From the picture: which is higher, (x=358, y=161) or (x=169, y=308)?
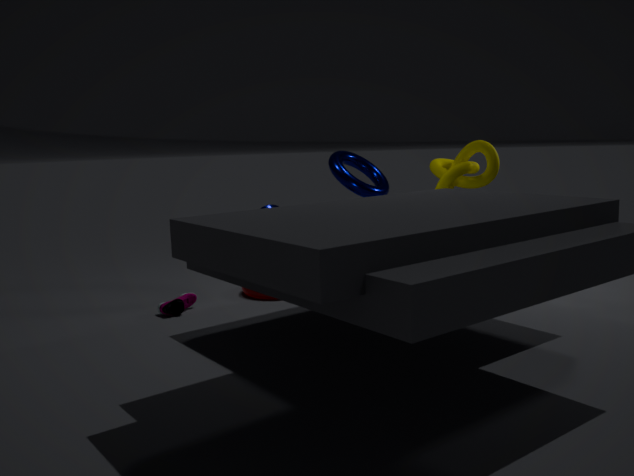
(x=358, y=161)
